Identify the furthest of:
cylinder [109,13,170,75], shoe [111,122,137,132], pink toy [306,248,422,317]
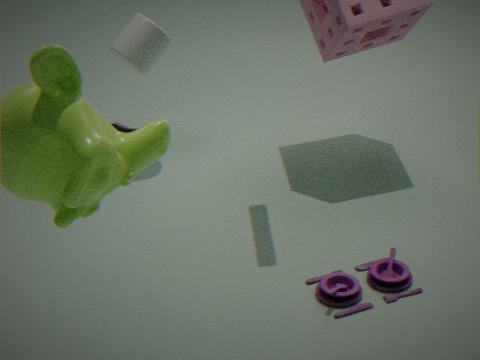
shoe [111,122,137,132]
